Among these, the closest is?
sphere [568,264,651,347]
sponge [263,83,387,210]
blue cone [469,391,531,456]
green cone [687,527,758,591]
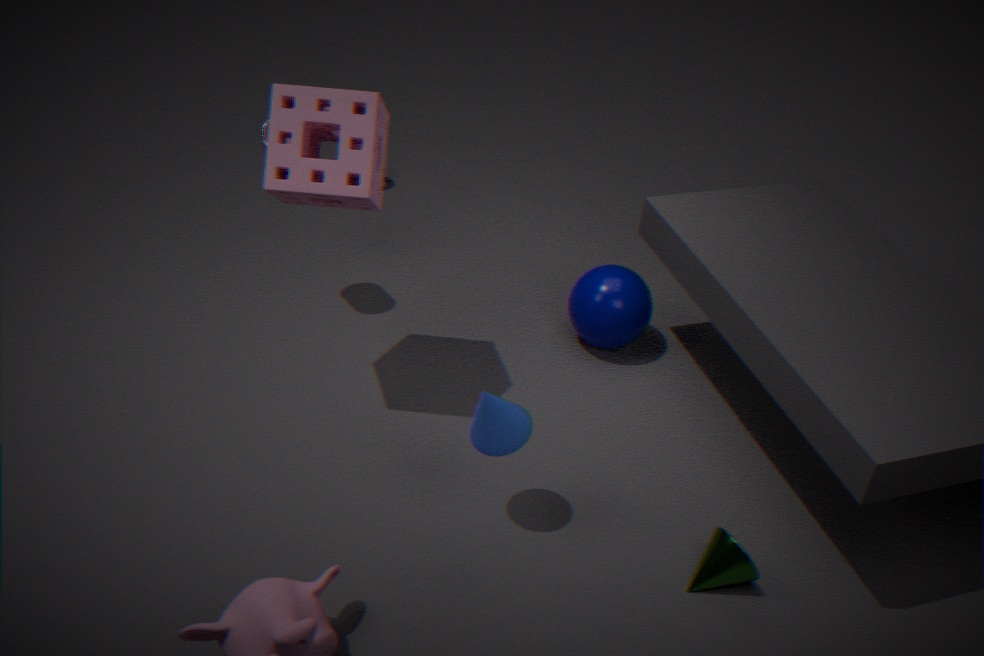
blue cone [469,391,531,456]
